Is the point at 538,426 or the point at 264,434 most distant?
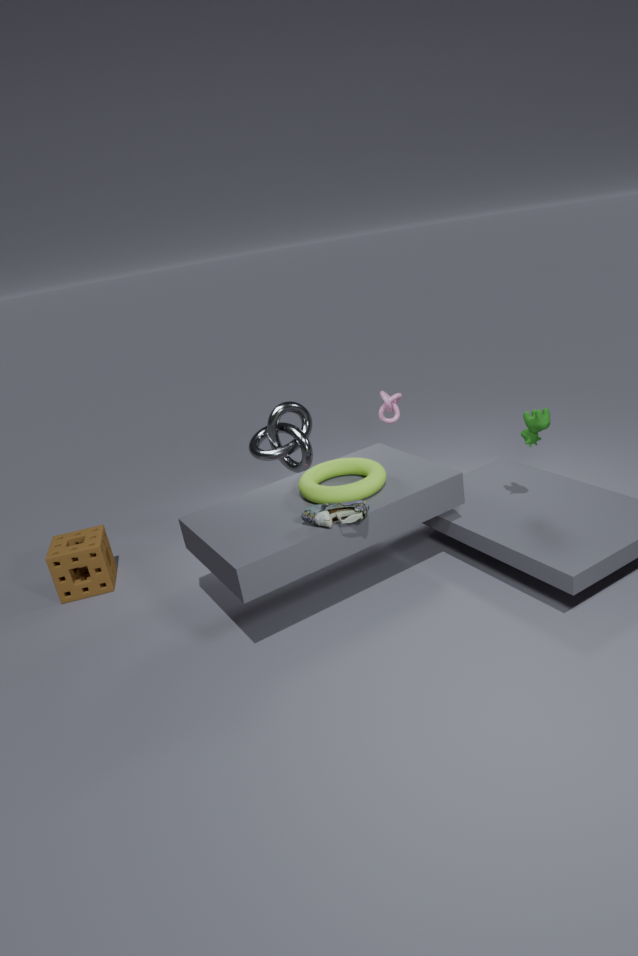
the point at 264,434
